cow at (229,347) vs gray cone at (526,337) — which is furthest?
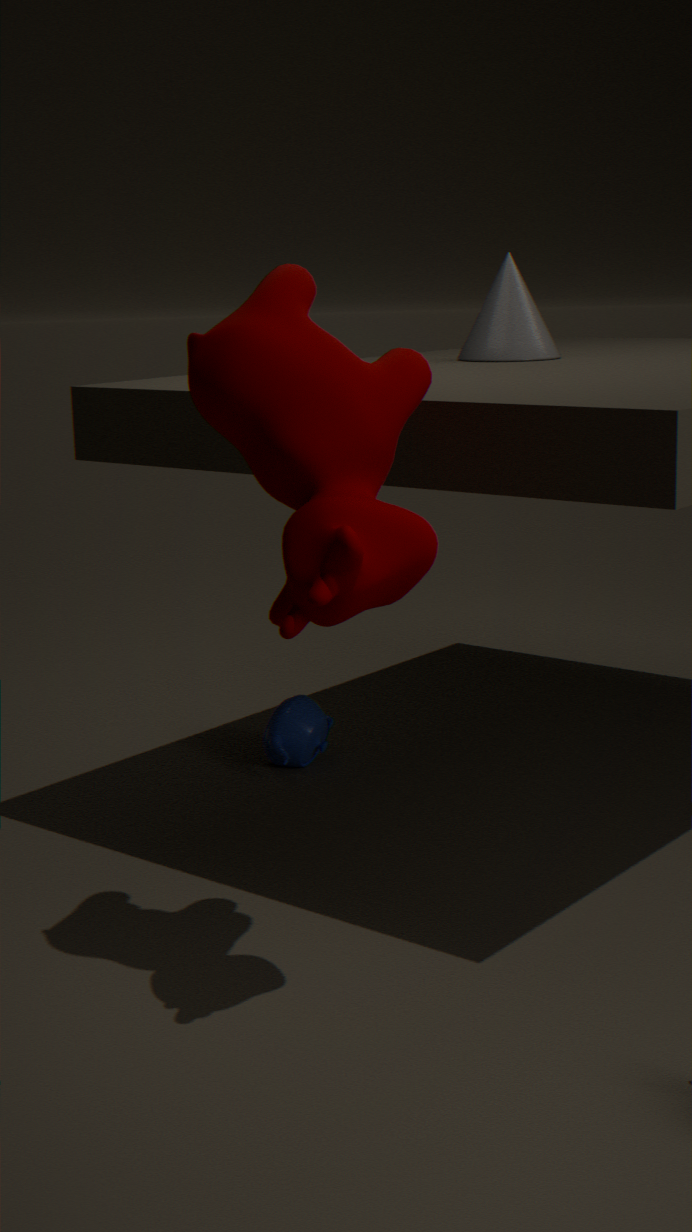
gray cone at (526,337)
